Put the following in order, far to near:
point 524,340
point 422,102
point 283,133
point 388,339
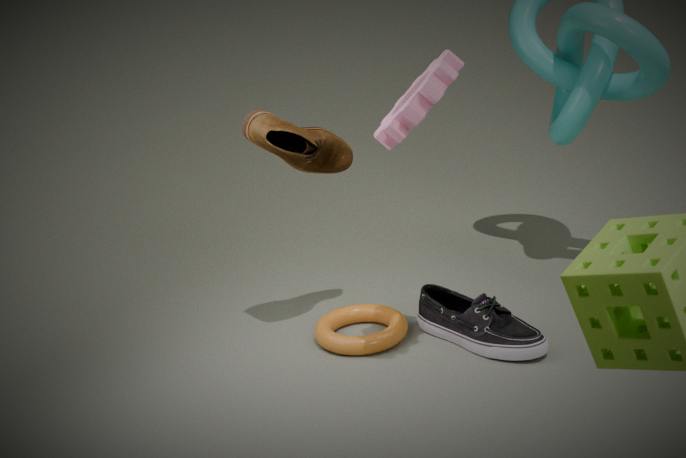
Answer: point 388,339
point 283,133
point 524,340
point 422,102
